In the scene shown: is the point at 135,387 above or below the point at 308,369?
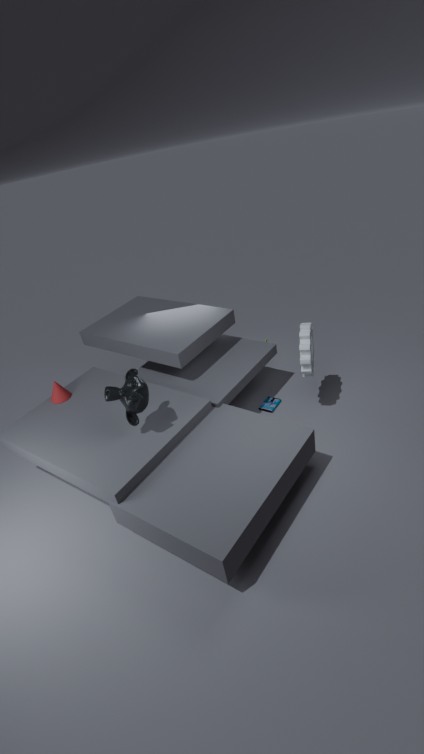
above
